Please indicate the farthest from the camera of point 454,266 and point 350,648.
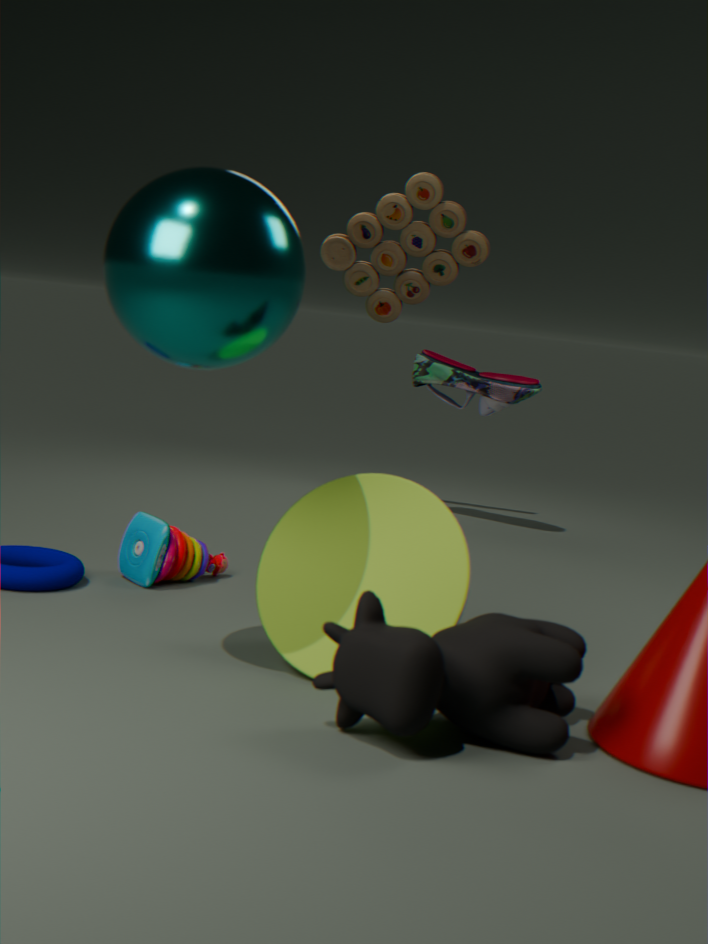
point 454,266
